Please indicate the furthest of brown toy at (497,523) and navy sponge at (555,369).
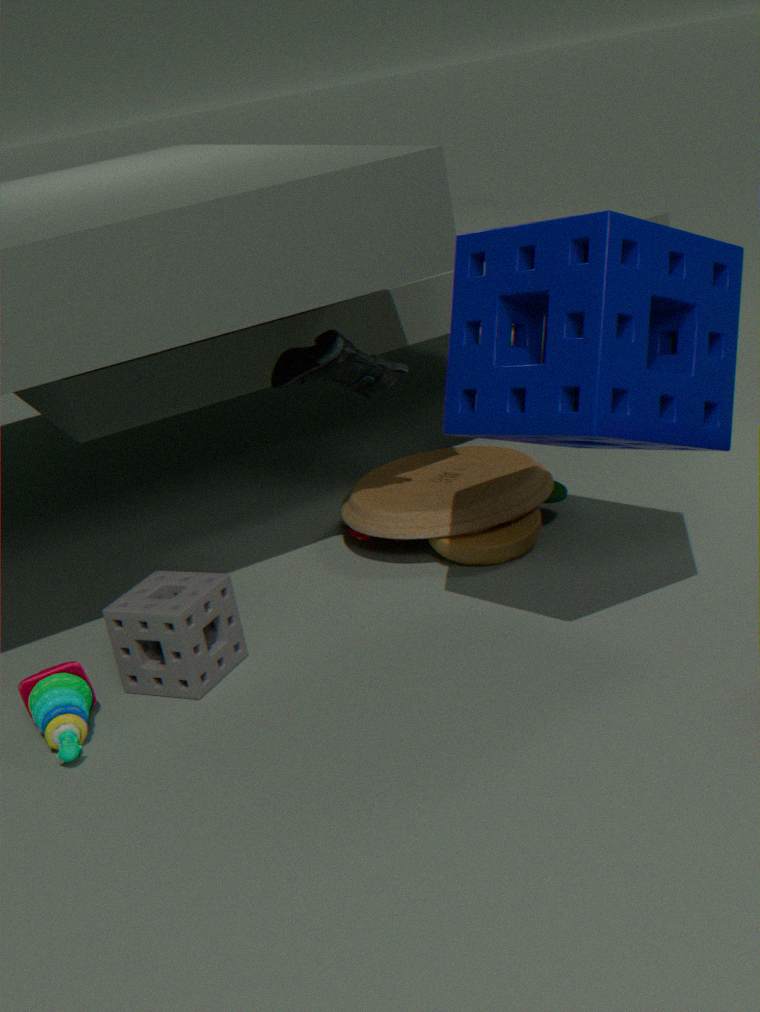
brown toy at (497,523)
